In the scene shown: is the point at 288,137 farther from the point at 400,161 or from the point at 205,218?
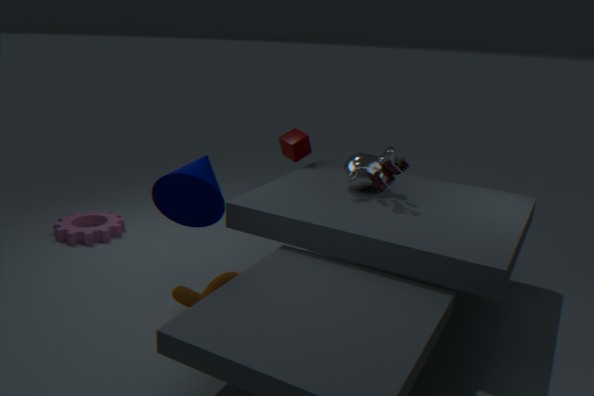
the point at 205,218
